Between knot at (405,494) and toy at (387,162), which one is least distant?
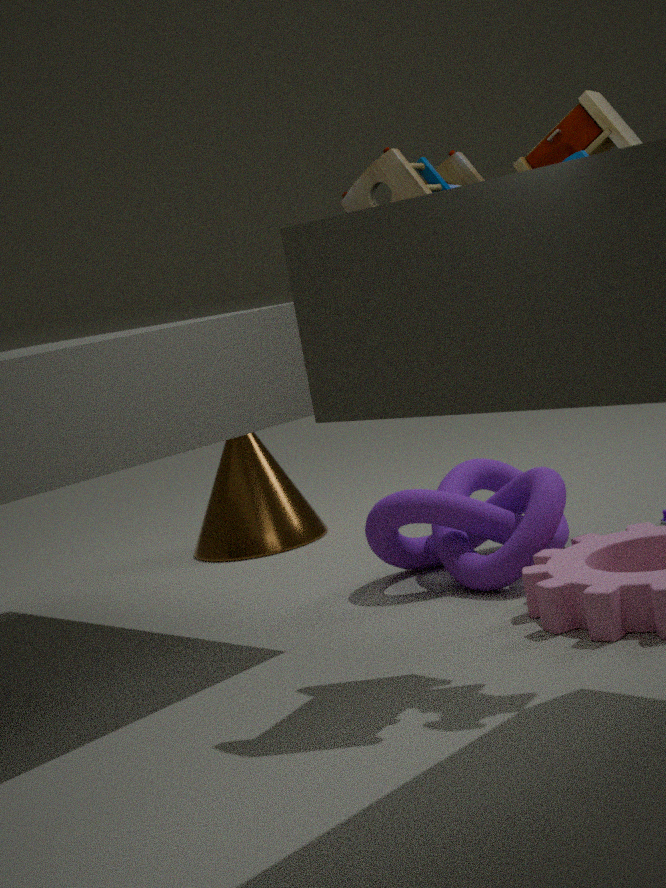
toy at (387,162)
